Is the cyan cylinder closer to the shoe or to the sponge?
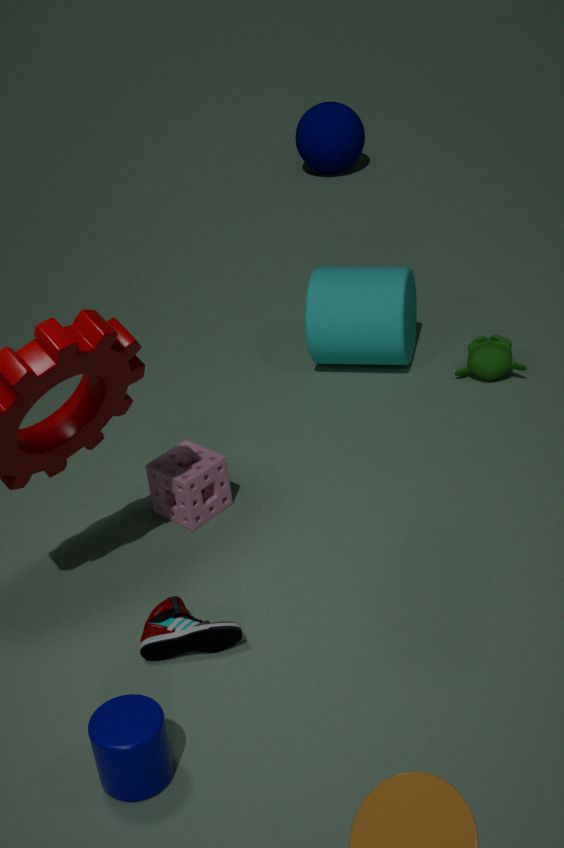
the sponge
